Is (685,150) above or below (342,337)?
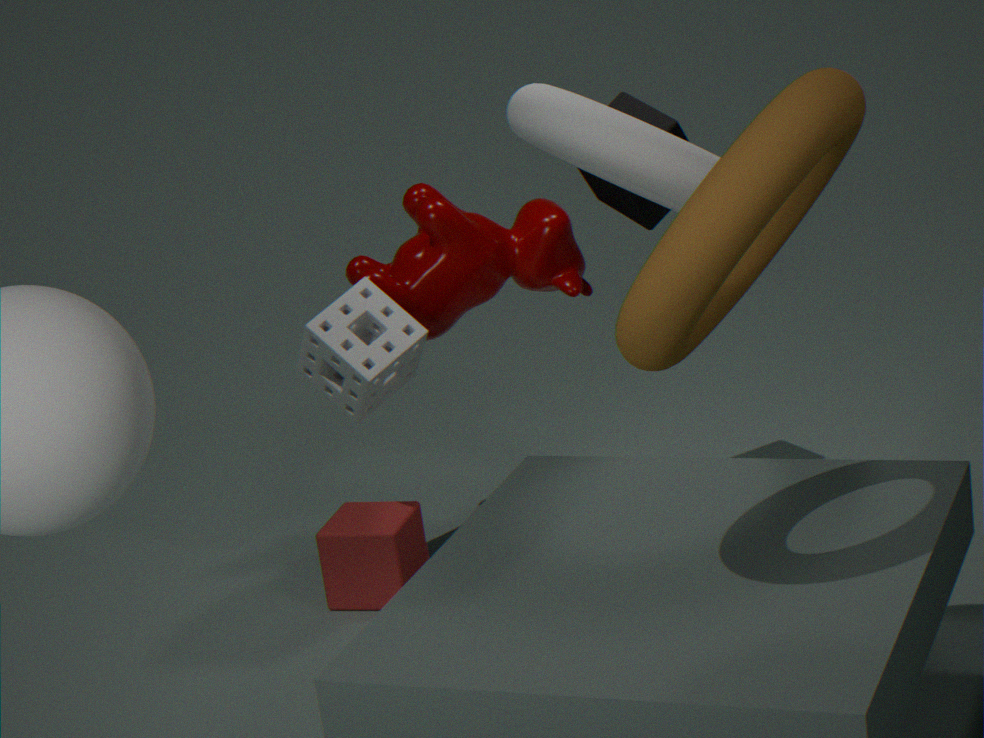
above
